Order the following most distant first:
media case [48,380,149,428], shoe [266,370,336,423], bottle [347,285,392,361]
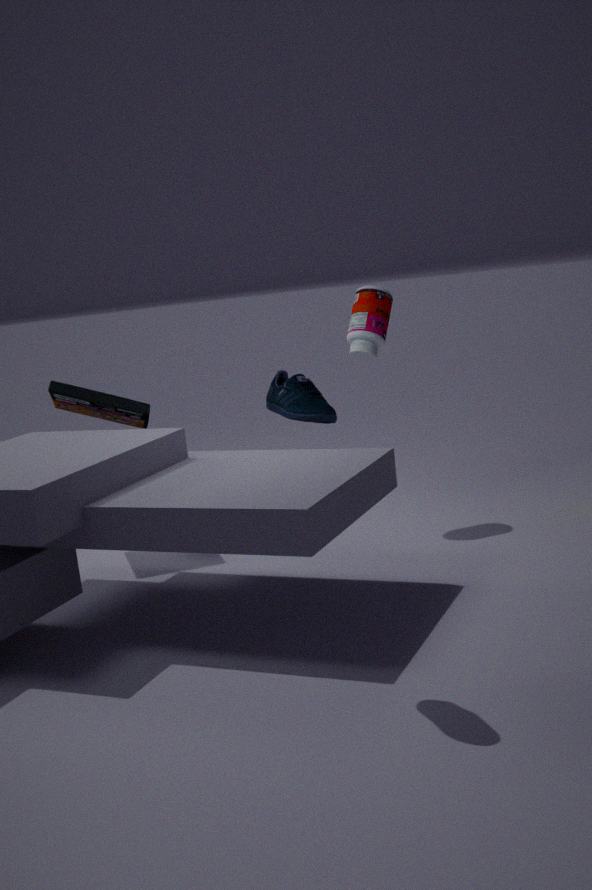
bottle [347,285,392,361]
media case [48,380,149,428]
shoe [266,370,336,423]
